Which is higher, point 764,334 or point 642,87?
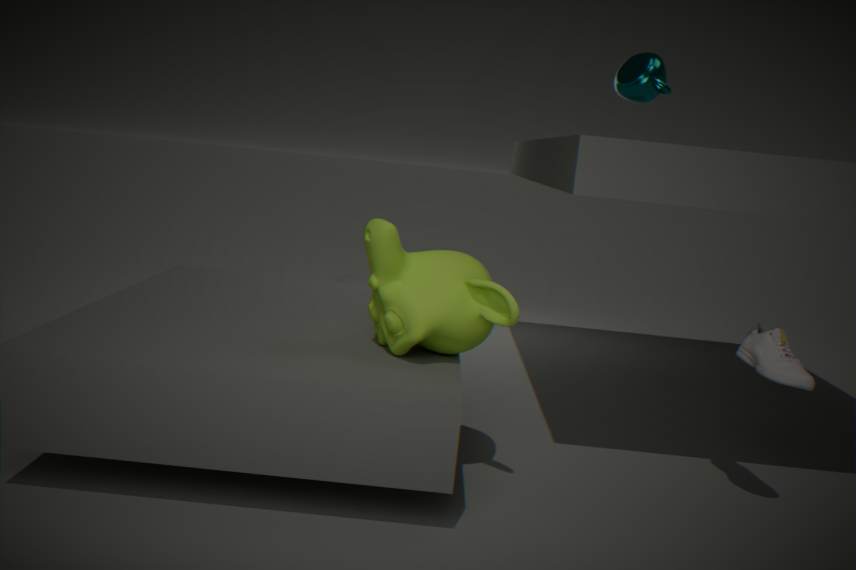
point 642,87
